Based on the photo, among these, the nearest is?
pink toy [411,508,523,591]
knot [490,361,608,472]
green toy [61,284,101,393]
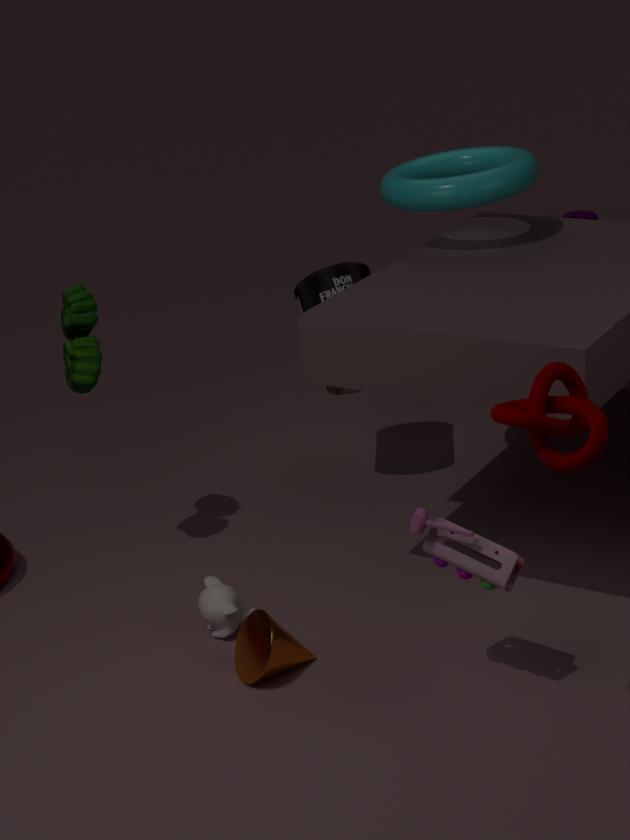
knot [490,361,608,472]
